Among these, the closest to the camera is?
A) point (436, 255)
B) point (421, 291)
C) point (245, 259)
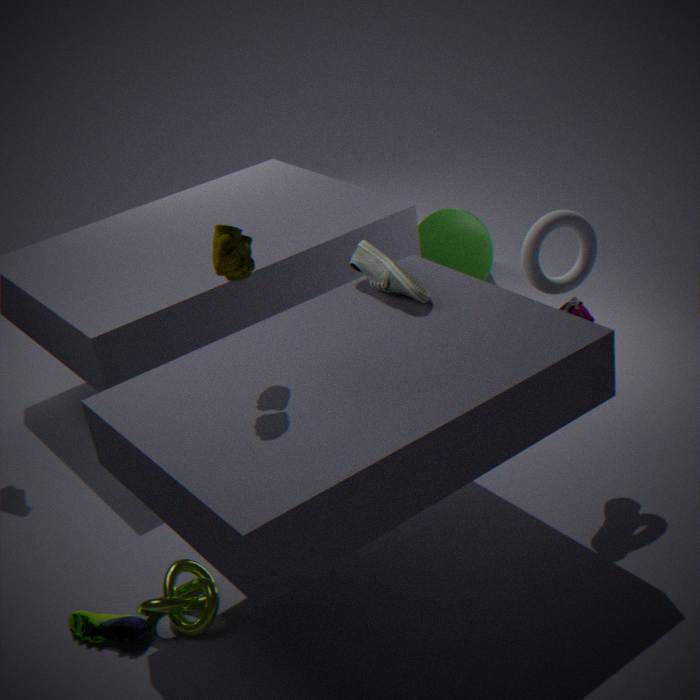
point (245, 259)
